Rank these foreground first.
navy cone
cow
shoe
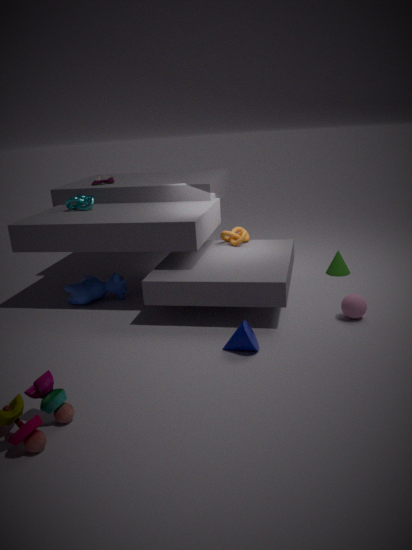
1. navy cone
2. cow
3. shoe
